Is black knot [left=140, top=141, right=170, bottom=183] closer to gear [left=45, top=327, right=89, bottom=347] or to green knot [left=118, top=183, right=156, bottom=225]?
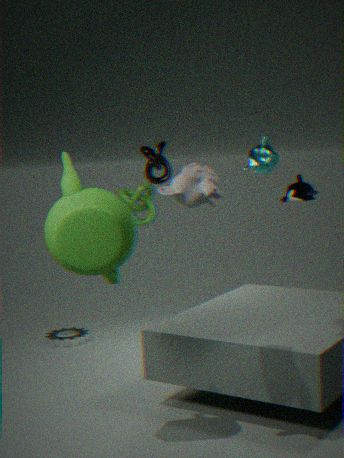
green knot [left=118, top=183, right=156, bottom=225]
